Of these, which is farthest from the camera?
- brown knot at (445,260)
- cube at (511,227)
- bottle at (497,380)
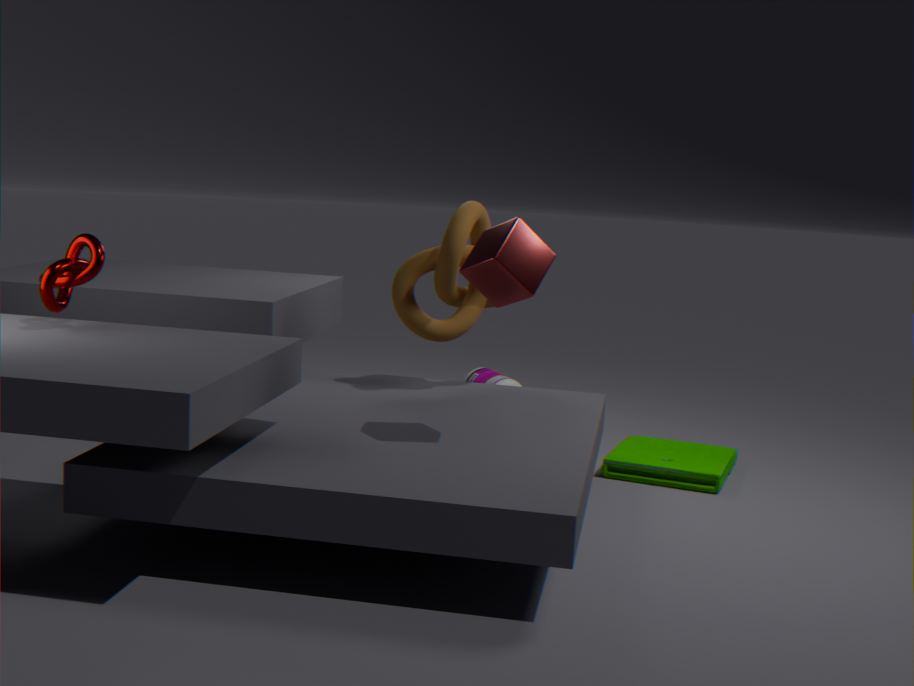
bottle at (497,380)
